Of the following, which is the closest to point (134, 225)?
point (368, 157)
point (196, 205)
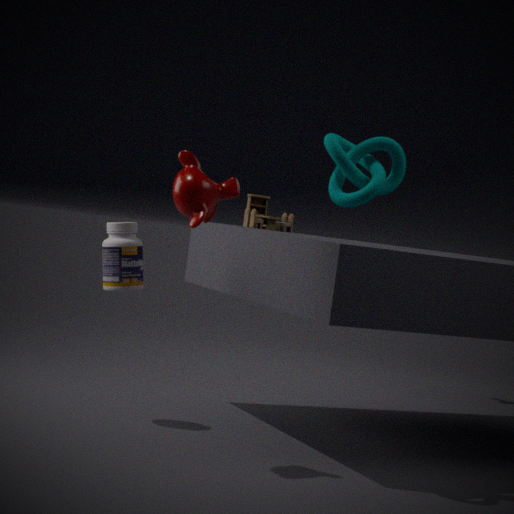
point (196, 205)
